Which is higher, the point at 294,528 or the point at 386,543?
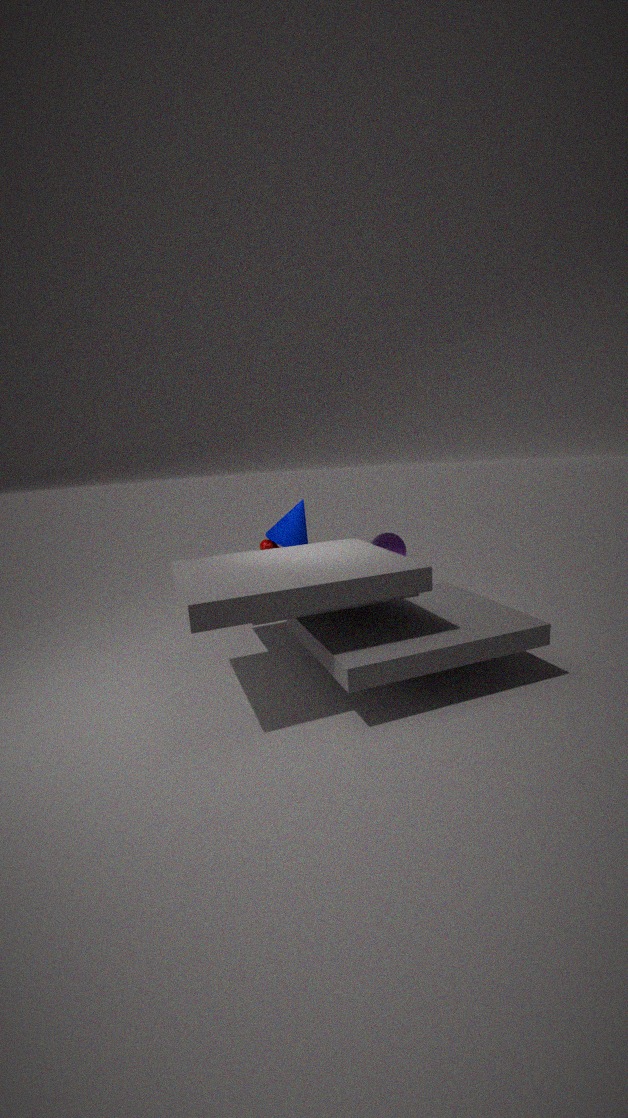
the point at 294,528
